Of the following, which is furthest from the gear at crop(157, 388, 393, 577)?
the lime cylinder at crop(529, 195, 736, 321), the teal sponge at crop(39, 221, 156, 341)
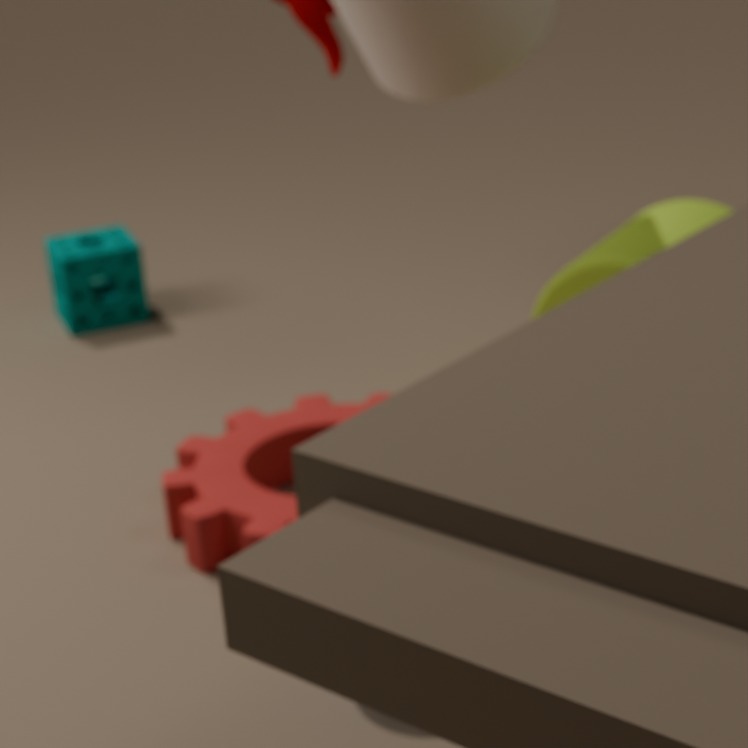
the teal sponge at crop(39, 221, 156, 341)
